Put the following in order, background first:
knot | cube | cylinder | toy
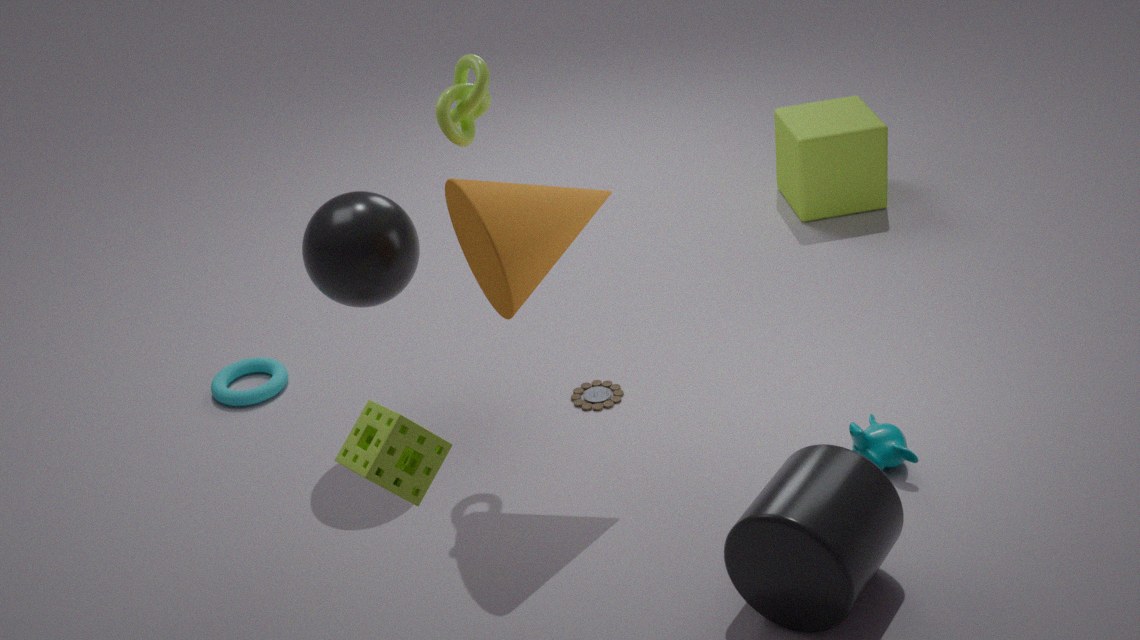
cube < toy < knot < cylinder
